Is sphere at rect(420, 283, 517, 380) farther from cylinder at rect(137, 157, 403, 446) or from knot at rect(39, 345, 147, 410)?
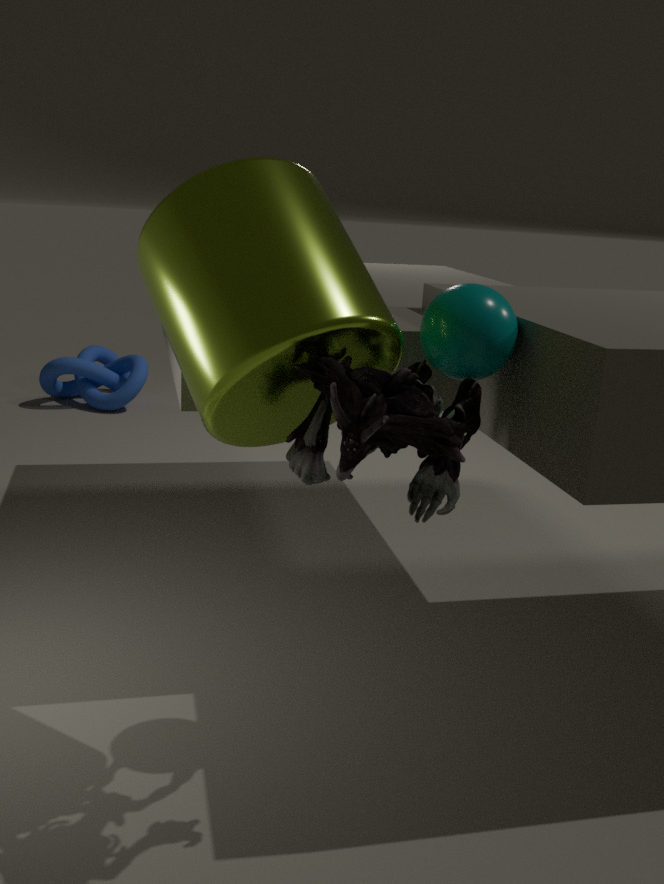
knot at rect(39, 345, 147, 410)
